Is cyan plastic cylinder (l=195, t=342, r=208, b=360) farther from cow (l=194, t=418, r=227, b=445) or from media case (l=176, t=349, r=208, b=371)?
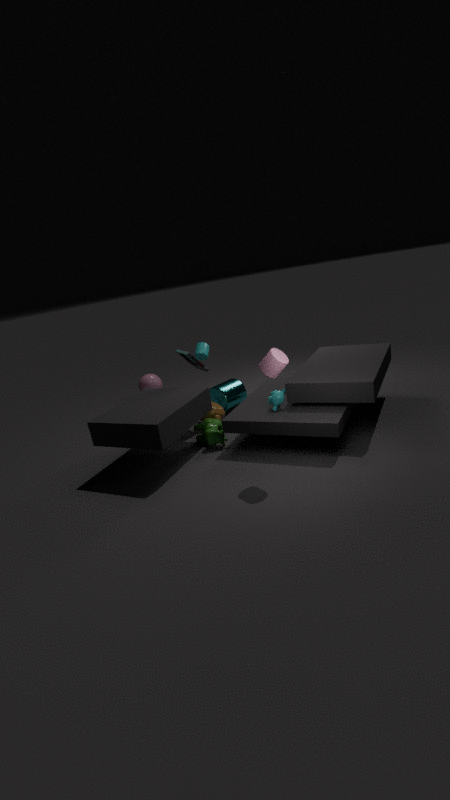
cow (l=194, t=418, r=227, b=445)
